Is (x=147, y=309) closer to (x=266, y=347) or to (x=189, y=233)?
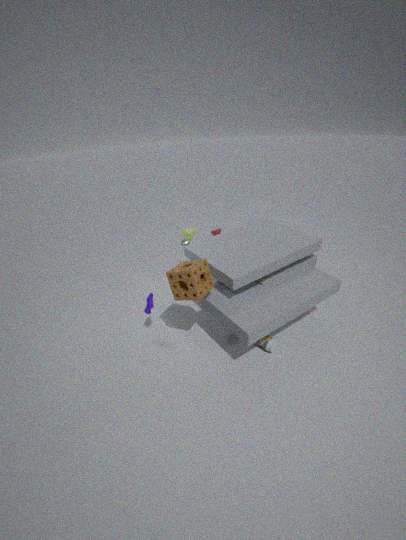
(x=189, y=233)
